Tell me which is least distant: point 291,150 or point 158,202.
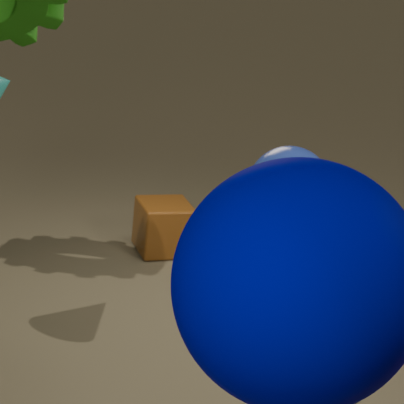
point 291,150
